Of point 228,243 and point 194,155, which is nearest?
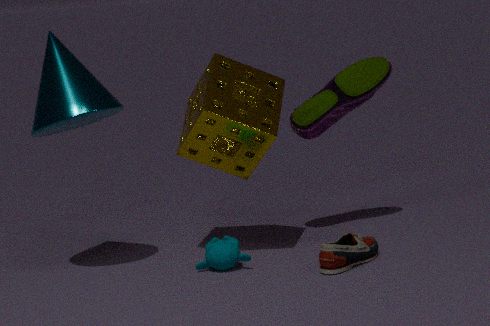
point 228,243
